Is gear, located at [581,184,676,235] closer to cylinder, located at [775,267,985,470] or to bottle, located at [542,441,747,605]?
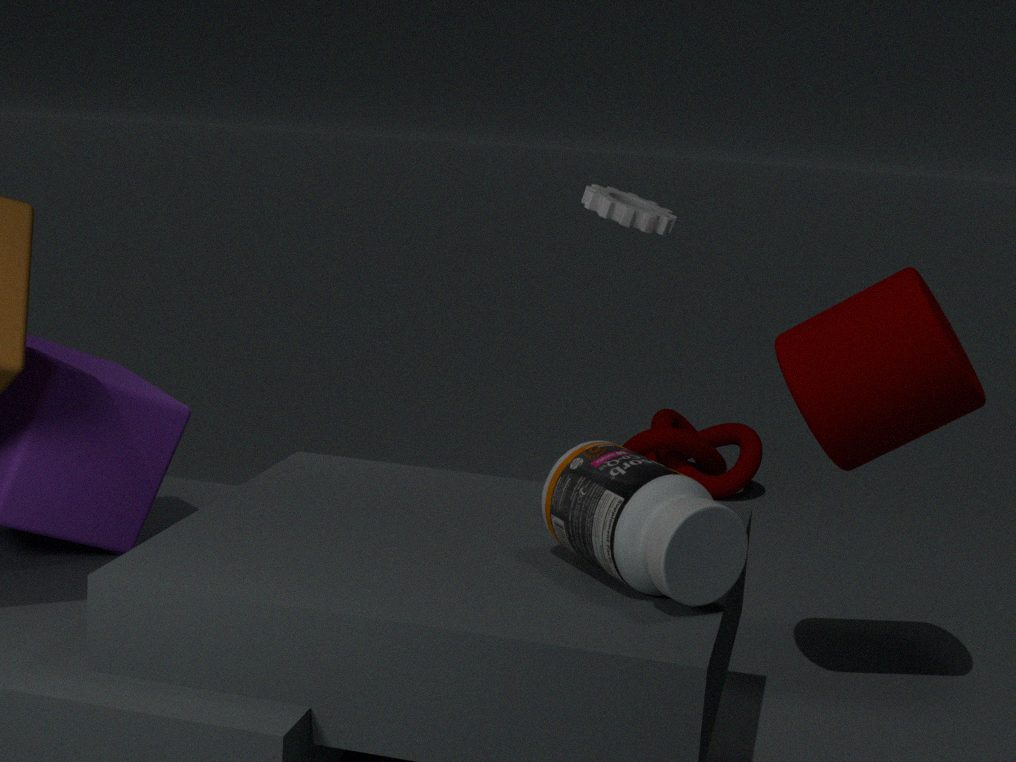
cylinder, located at [775,267,985,470]
